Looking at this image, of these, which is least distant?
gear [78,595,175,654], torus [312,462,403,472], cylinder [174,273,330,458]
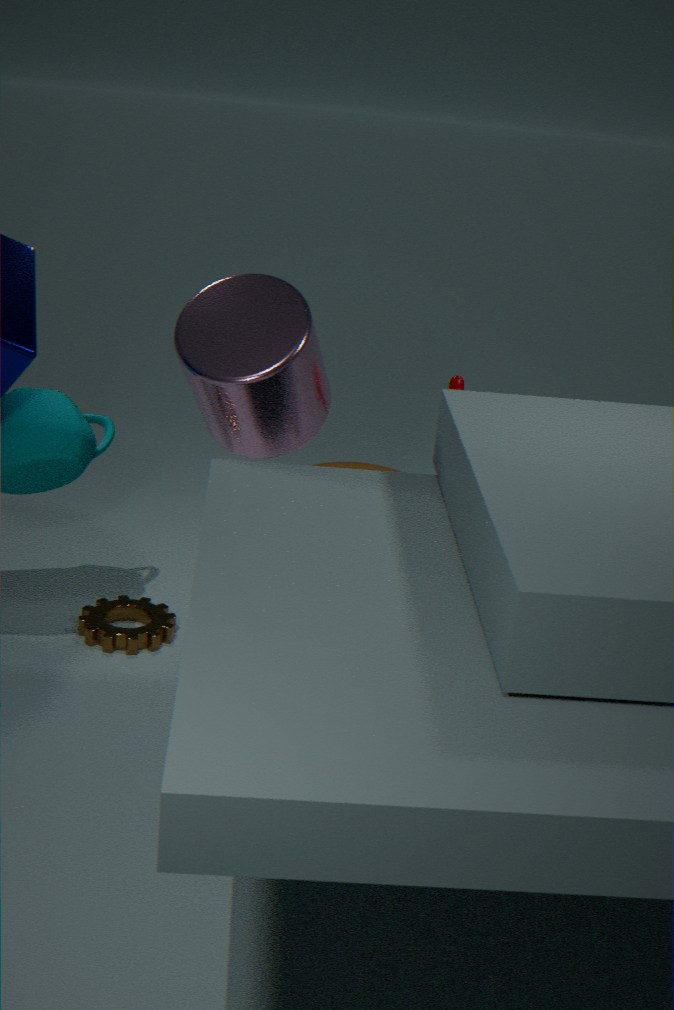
cylinder [174,273,330,458]
